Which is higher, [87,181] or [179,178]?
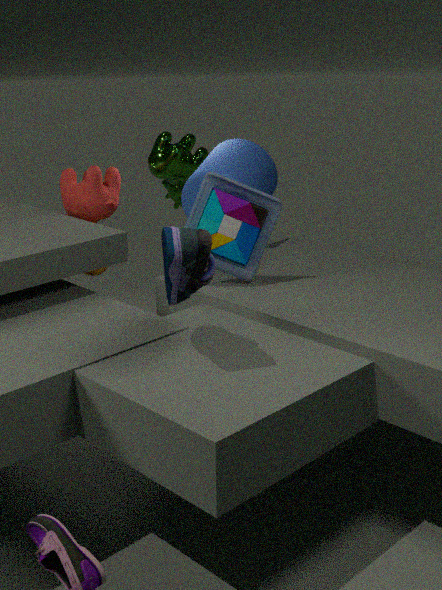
[179,178]
